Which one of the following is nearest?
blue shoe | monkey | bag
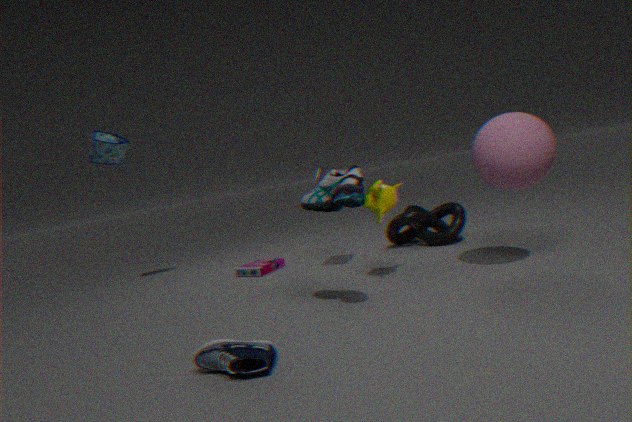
blue shoe
